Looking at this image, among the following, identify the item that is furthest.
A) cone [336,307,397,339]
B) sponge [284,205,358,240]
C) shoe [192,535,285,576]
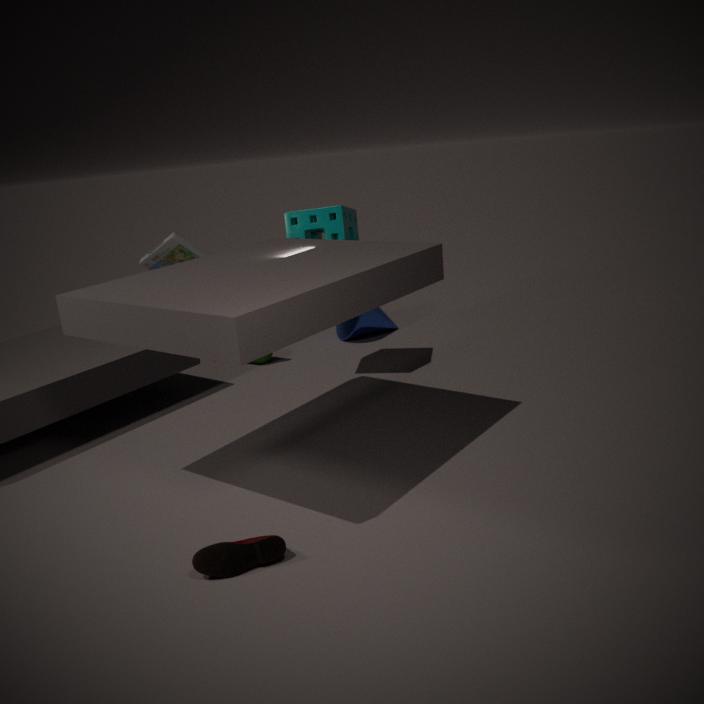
cone [336,307,397,339]
